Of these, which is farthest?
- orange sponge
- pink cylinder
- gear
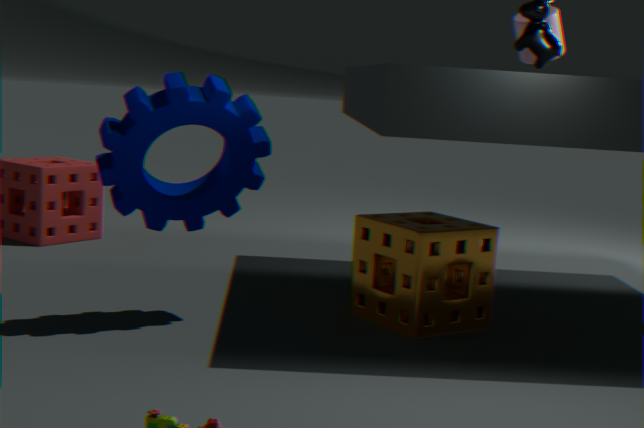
pink cylinder
